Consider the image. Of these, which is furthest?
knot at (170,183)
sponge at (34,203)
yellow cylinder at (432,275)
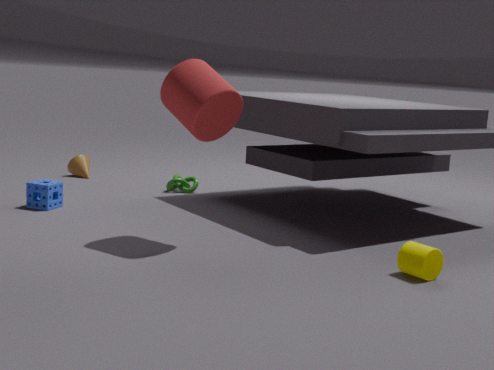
knot at (170,183)
